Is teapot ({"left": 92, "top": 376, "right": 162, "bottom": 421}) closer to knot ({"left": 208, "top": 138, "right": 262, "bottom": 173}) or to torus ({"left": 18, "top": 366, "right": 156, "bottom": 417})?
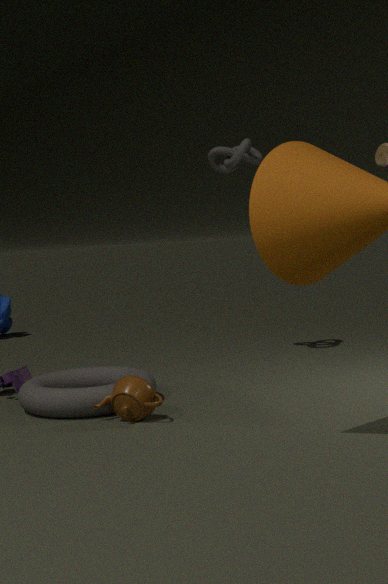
torus ({"left": 18, "top": 366, "right": 156, "bottom": 417})
